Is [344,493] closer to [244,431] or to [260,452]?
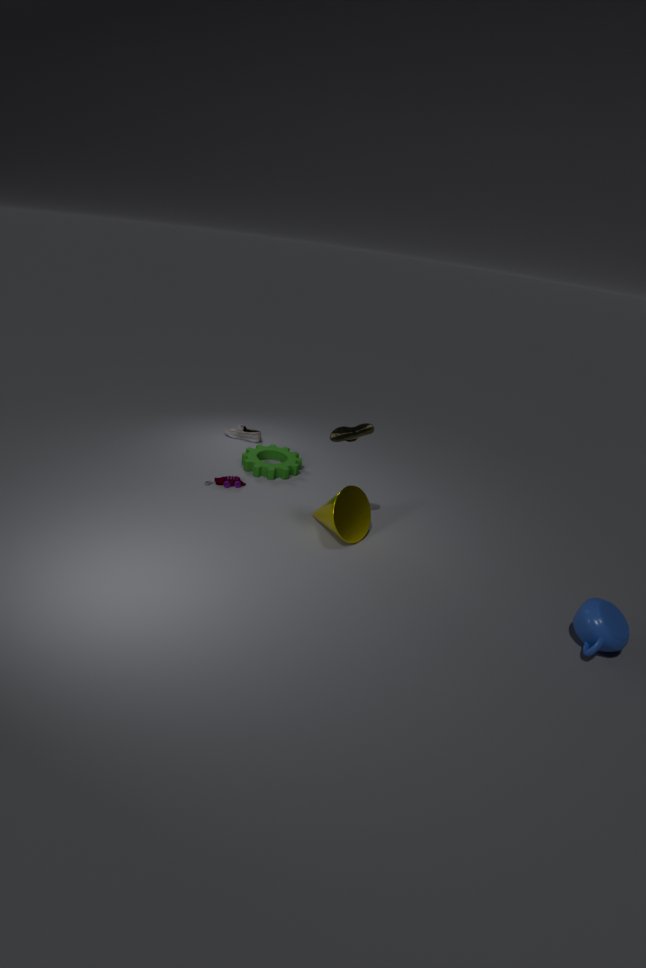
[260,452]
